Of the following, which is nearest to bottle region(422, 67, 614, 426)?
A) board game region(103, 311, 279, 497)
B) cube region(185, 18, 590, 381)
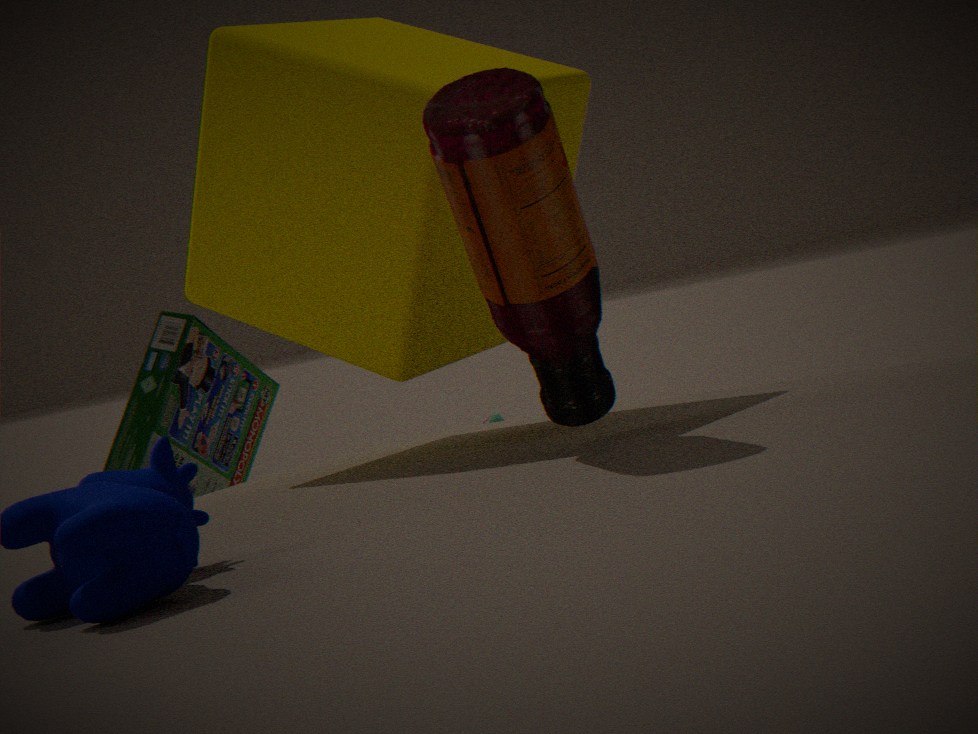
cube region(185, 18, 590, 381)
